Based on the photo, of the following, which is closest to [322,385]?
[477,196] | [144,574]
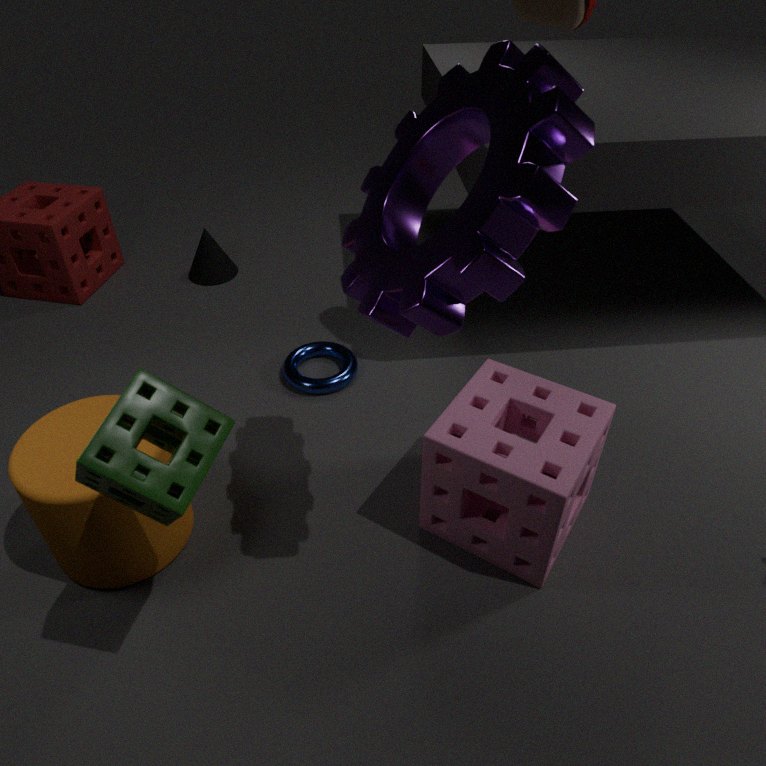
[144,574]
